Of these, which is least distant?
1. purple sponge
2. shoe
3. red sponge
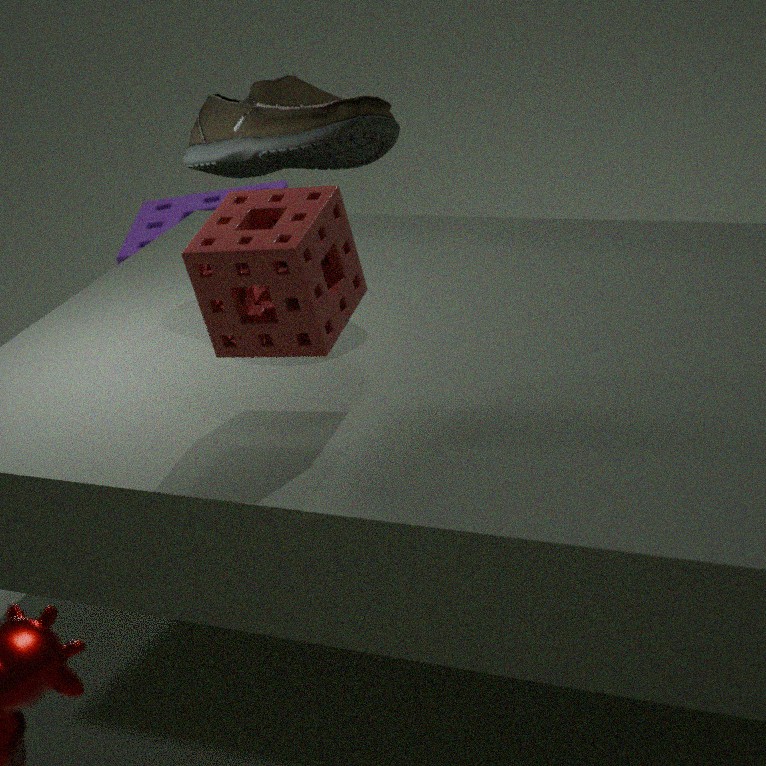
red sponge
